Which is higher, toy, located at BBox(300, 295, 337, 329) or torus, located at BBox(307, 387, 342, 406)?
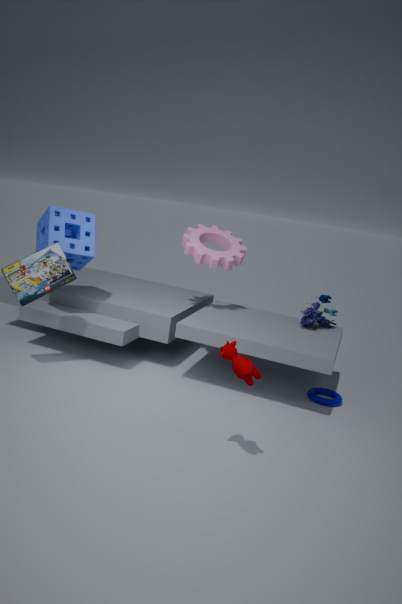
toy, located at BBox(300, 295, 337, 329)
